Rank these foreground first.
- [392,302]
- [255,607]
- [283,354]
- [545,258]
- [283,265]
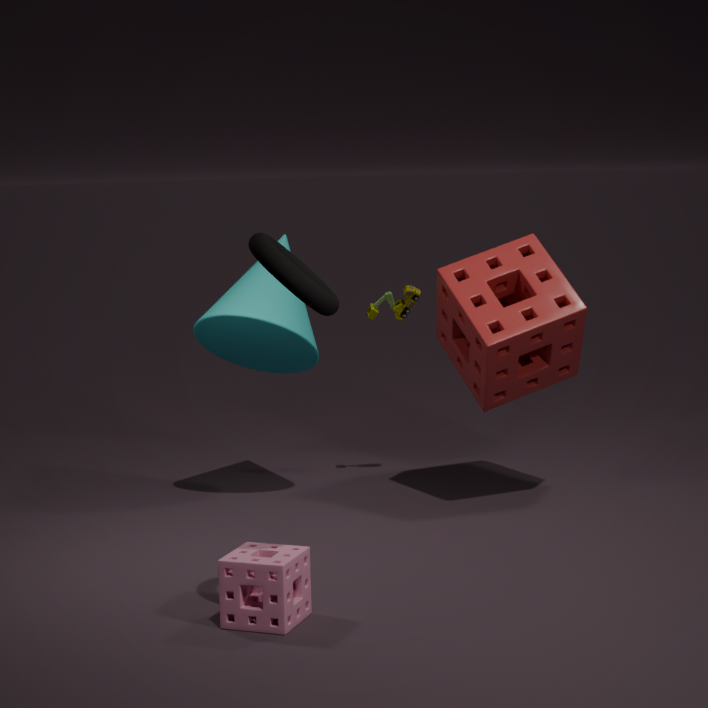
1. [283,265]
2. [255,607]
3. [545,258]
4. [283,354]
5. [392,302]
